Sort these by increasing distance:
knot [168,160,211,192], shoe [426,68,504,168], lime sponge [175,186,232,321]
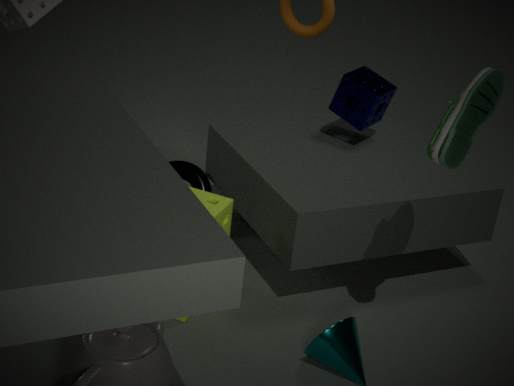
shoe [426,68,504,168], lime sponge [175,186,232,321], knot [168,160,211,192]
